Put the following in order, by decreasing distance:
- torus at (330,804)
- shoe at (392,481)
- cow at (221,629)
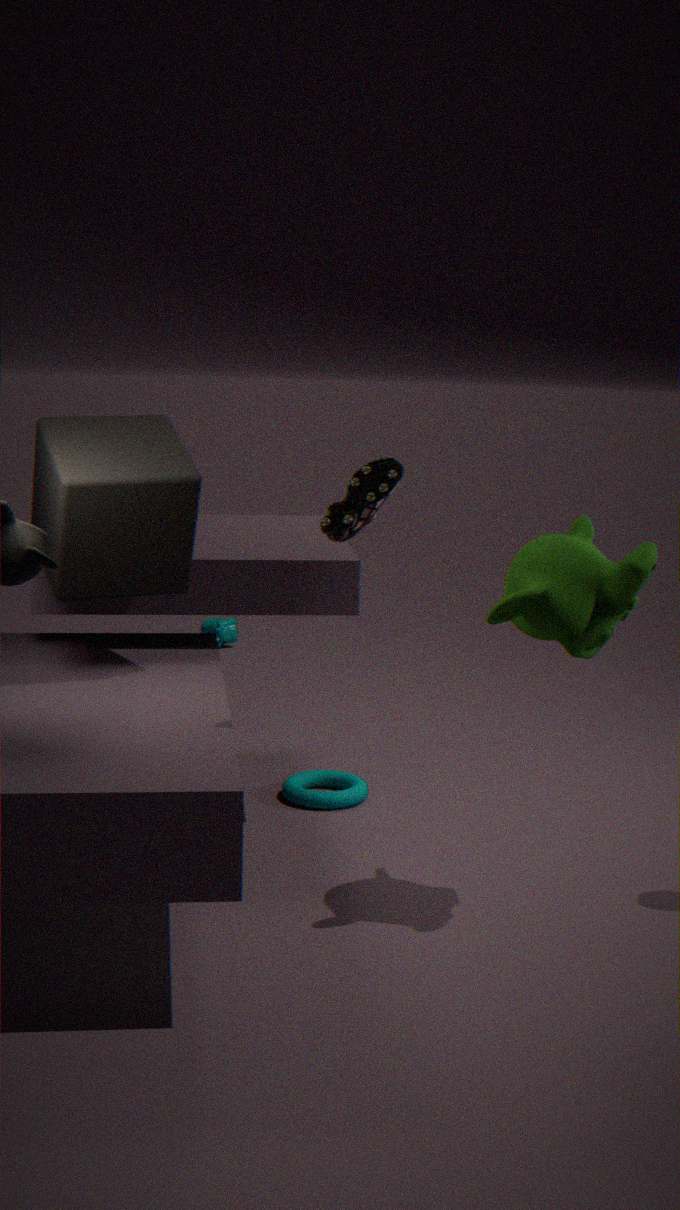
cow at (221,629)
torus at (330,804)
shoe at (392,481)
